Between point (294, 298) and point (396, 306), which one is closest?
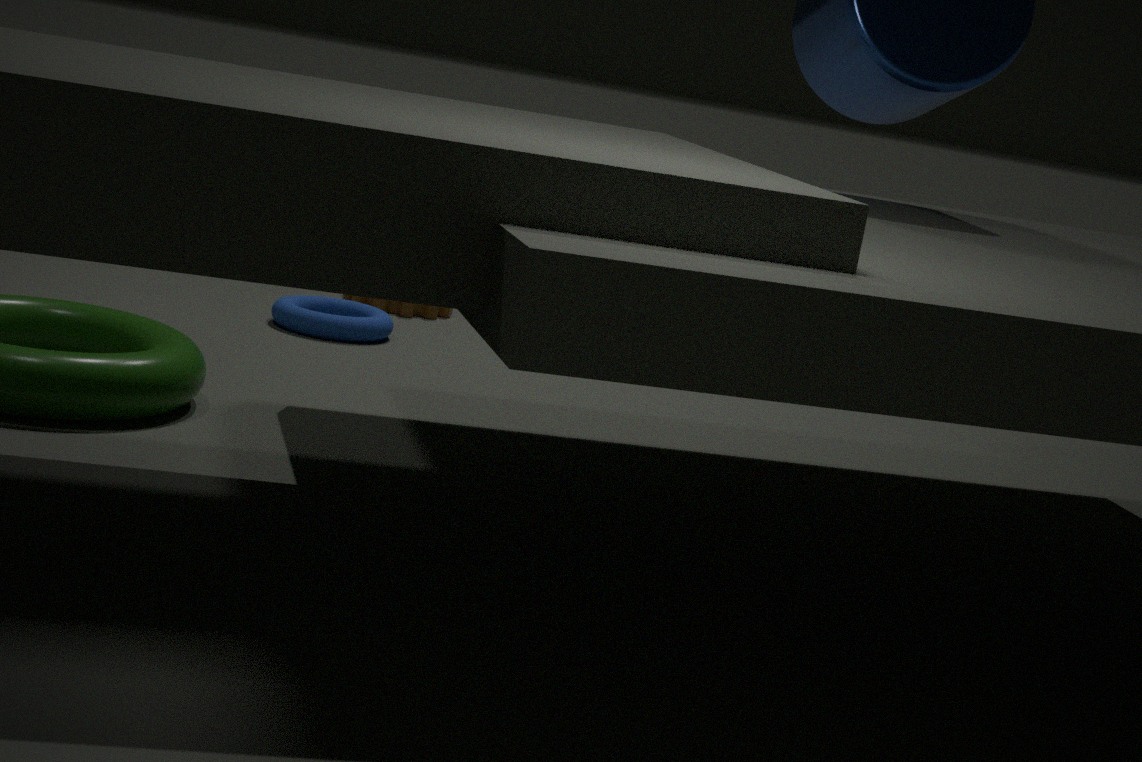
point (294, 298)
